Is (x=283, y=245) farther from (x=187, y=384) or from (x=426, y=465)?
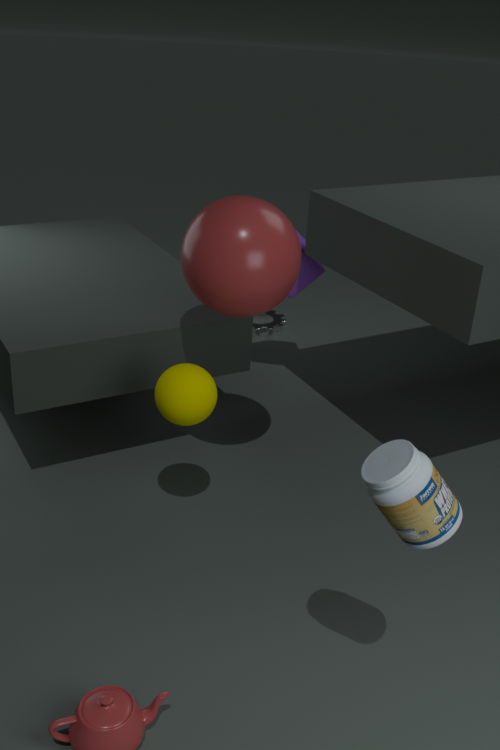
(x=426, y=465)
